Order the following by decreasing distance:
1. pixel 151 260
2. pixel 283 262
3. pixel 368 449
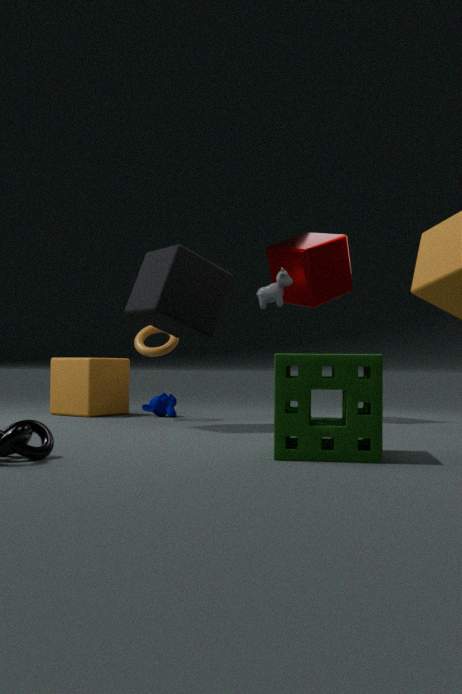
pixel 283 262 → pixel 151 260 → pixel 368 449
